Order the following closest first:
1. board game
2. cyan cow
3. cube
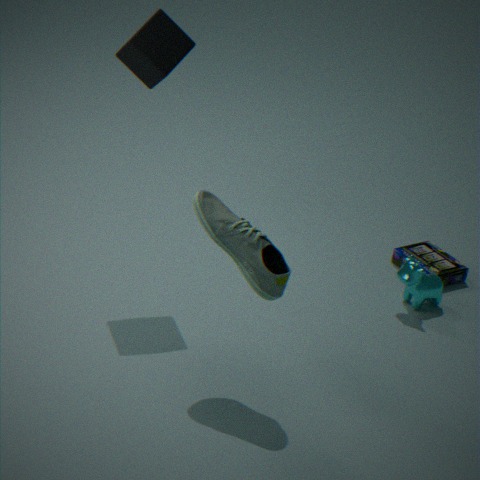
cube
cyan cow
board game
